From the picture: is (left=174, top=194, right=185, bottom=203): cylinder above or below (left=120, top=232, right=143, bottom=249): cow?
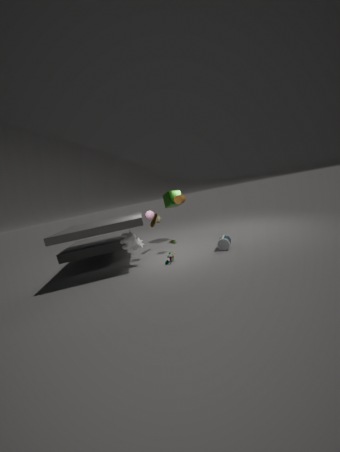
above
